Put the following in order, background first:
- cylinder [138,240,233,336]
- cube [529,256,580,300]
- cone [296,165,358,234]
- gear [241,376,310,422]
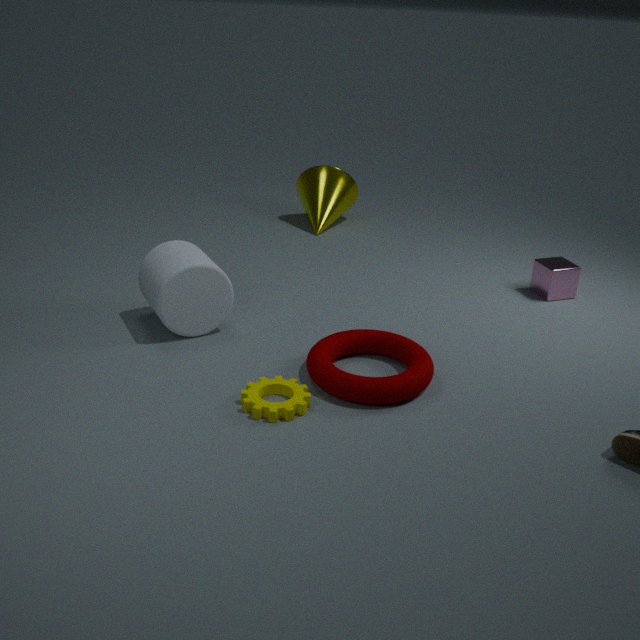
cone [296,165,358,234] < cube [529,256,580,300] < cylinder [138,240,233,336] < gear [241,376,310,422]
